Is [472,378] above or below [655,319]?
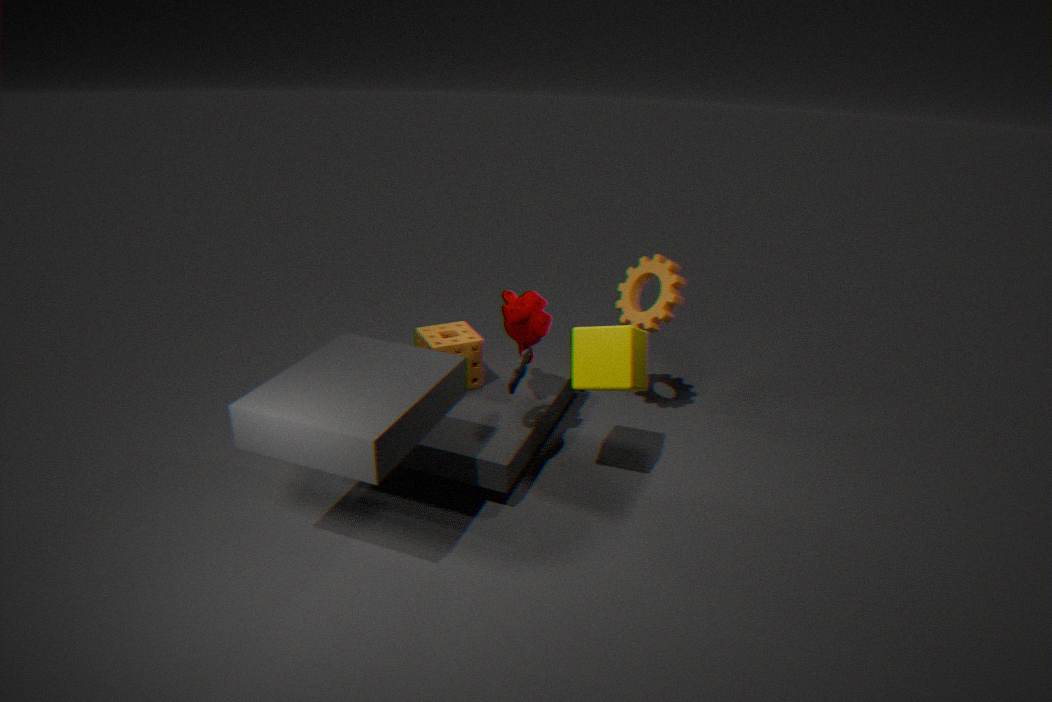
below
